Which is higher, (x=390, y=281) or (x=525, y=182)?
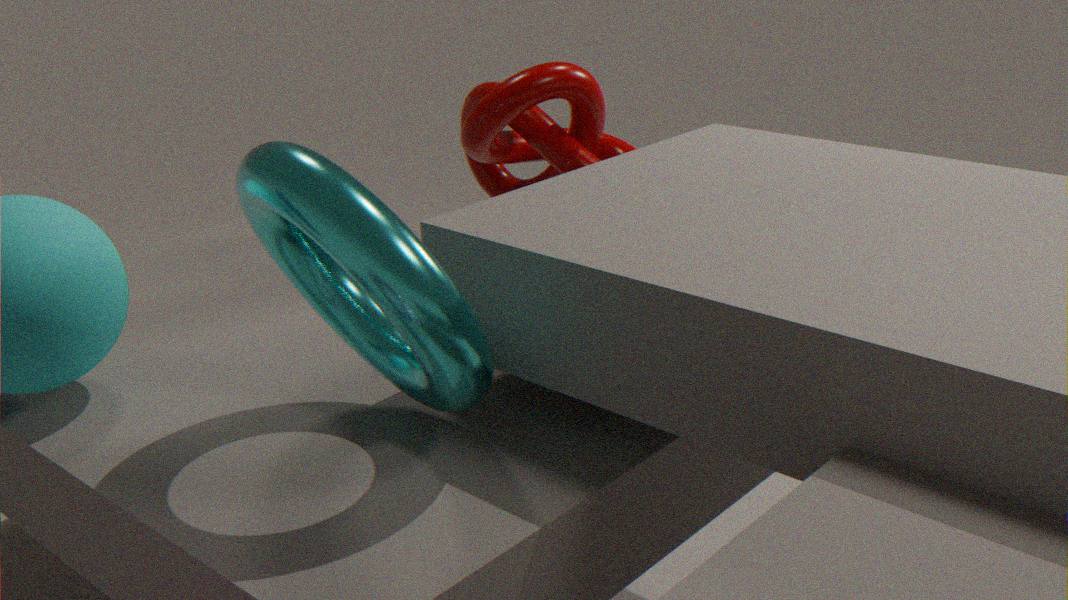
(x=390, y=281)
